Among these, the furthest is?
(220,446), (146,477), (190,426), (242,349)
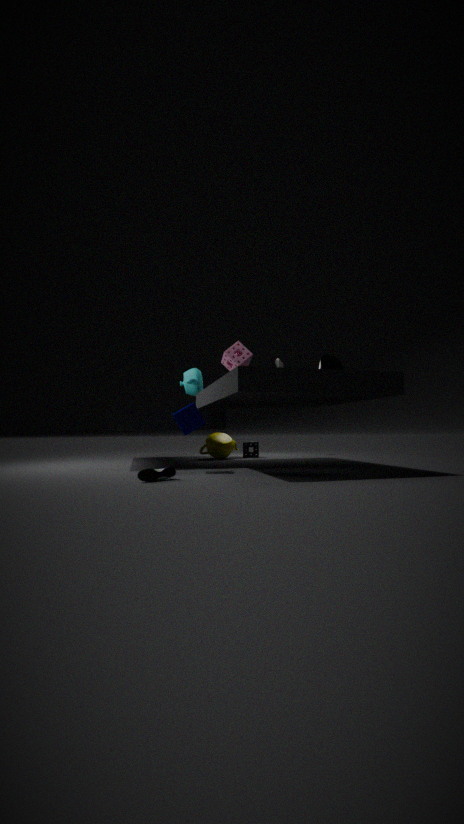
(220,446)
